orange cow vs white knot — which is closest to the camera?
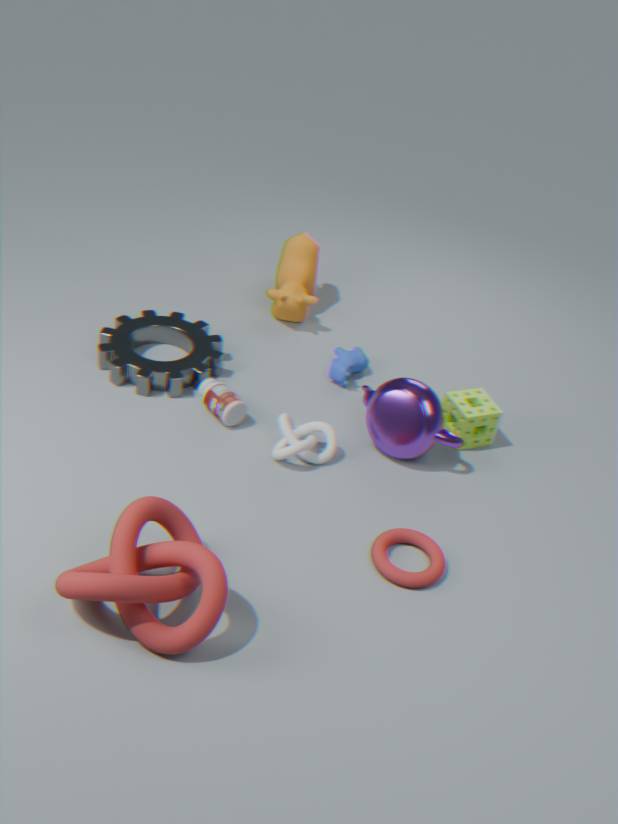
white knot
